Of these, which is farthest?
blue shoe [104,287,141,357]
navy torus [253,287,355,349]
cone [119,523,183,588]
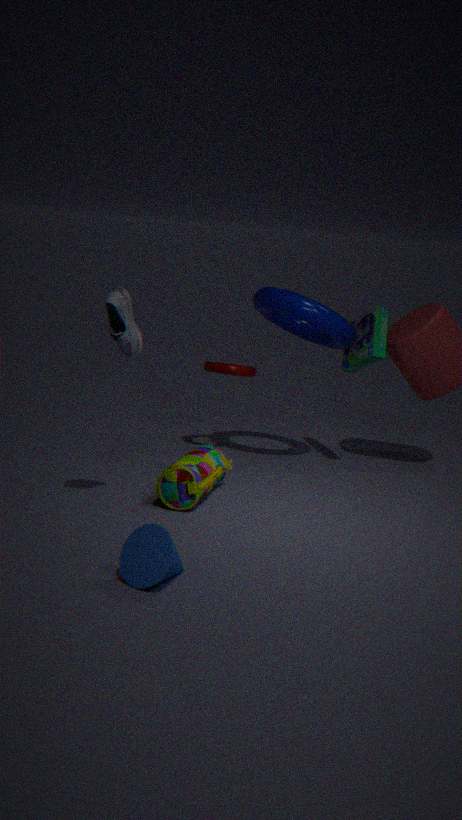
navy torus [253,287,355,349]
